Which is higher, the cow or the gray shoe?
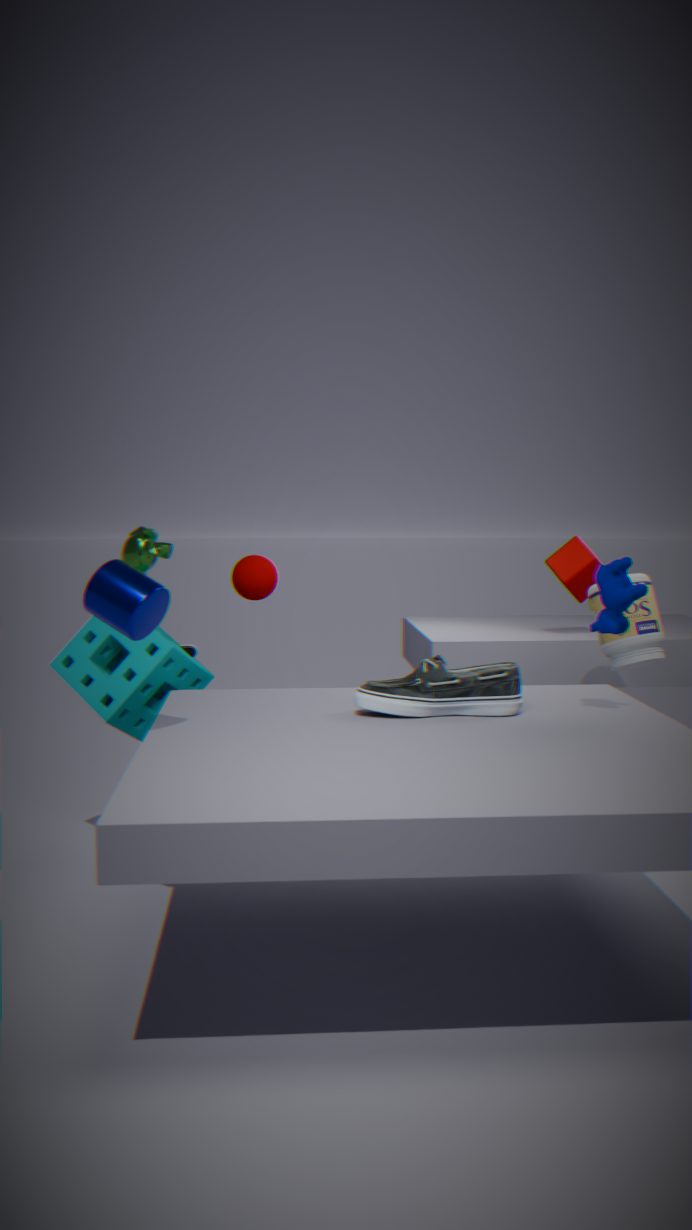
the cow
